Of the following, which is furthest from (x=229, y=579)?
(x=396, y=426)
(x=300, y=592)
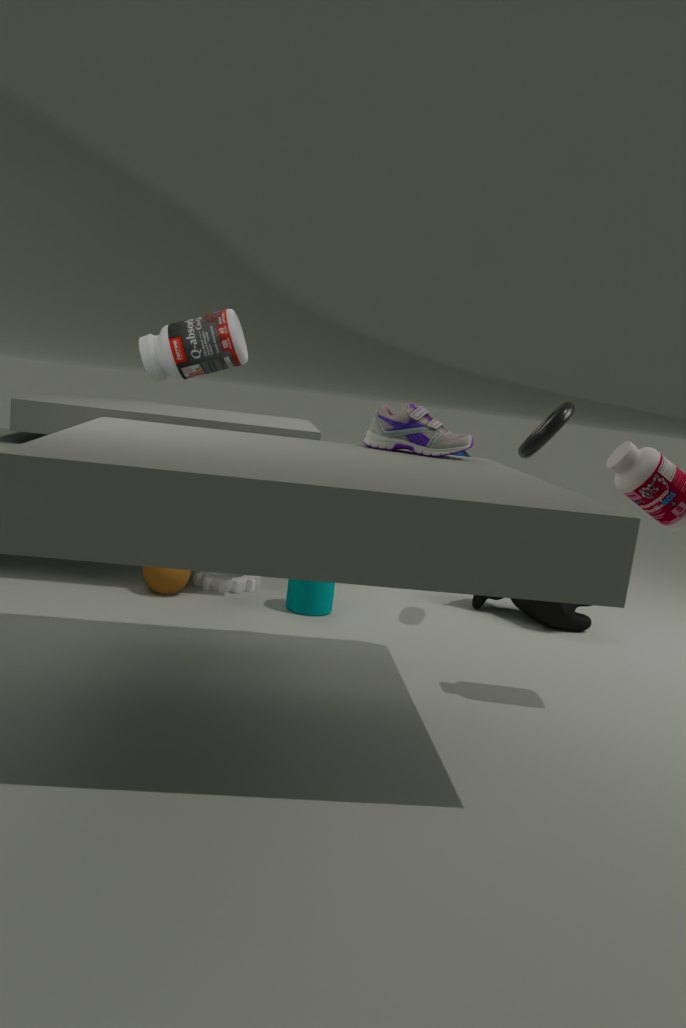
(x=396, y=426)
